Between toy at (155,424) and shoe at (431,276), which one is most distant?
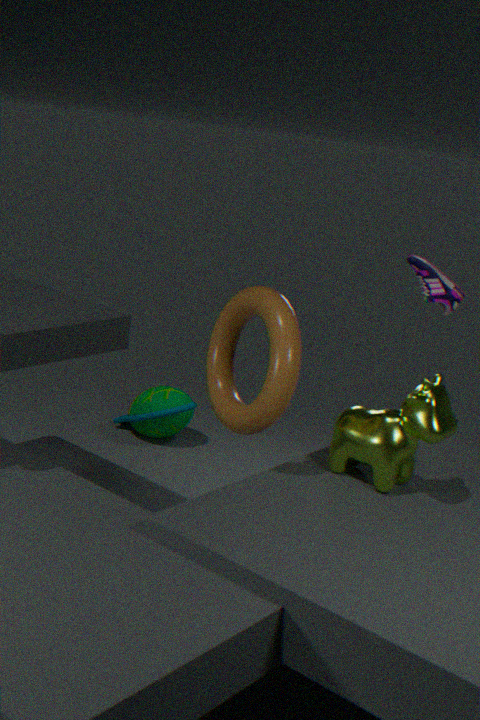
toy at (155,424)
